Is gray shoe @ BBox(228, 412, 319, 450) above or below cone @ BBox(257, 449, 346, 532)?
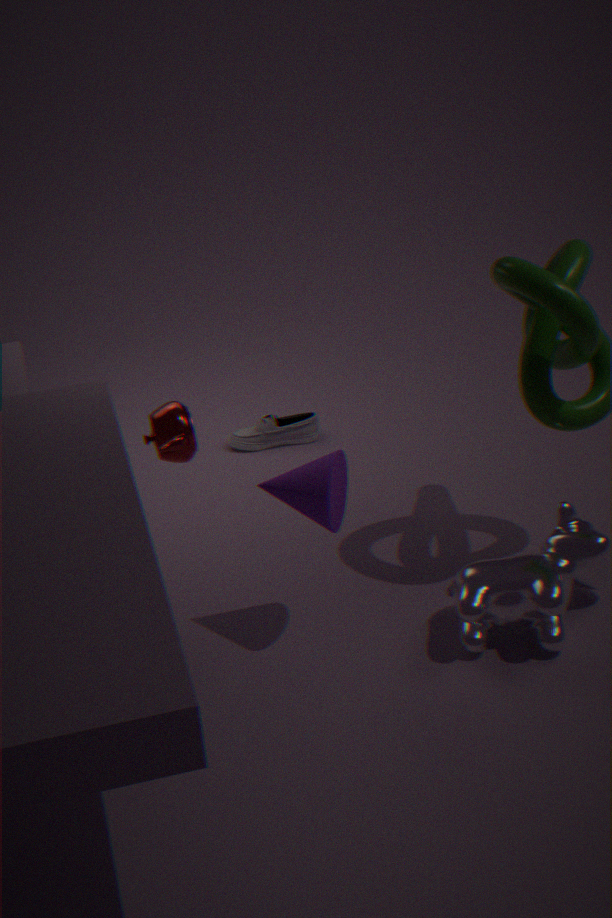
below
